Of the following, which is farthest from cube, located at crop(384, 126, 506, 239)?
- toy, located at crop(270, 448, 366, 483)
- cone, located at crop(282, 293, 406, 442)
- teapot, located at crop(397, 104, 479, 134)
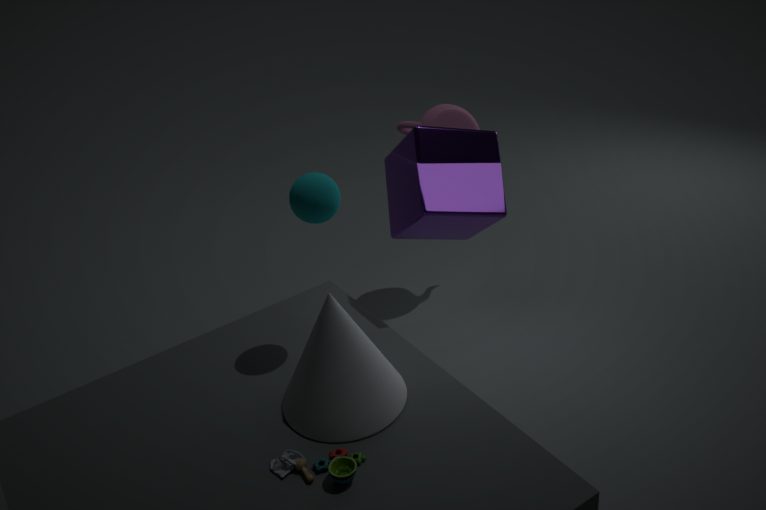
toy, located at crop(270, 448, 366, 483)
